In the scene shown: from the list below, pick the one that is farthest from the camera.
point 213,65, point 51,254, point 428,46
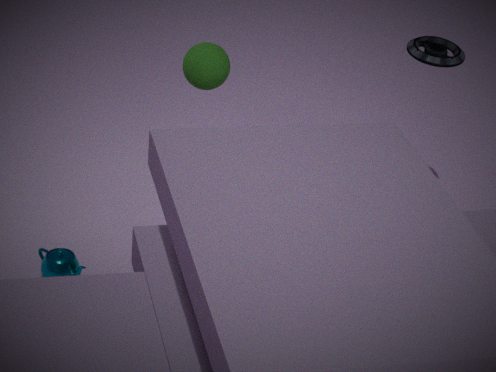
point 428,46
